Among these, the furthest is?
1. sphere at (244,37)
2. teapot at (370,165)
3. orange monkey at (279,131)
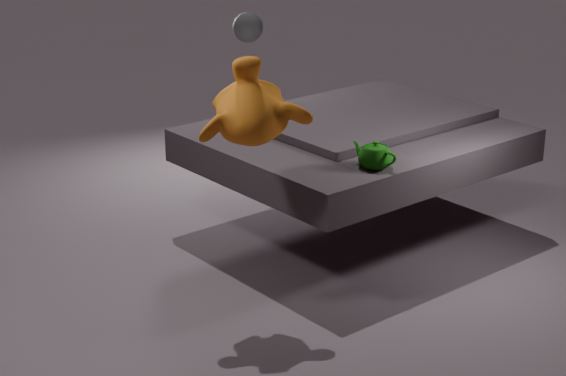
sphere at (244,37)
